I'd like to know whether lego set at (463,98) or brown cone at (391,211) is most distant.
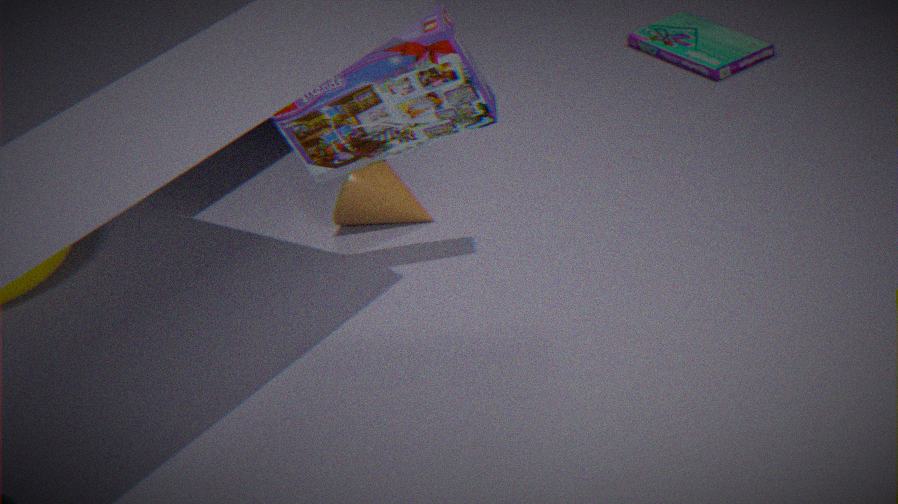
brown cone at (391,211)
